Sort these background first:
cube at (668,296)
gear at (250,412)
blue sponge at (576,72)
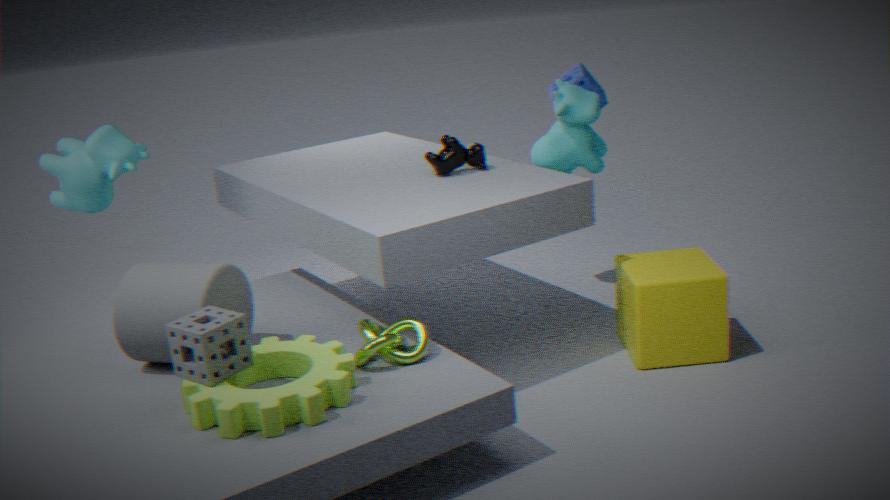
blue sponge at (576,72)
cube at (668,296)
gear at (250,412)
